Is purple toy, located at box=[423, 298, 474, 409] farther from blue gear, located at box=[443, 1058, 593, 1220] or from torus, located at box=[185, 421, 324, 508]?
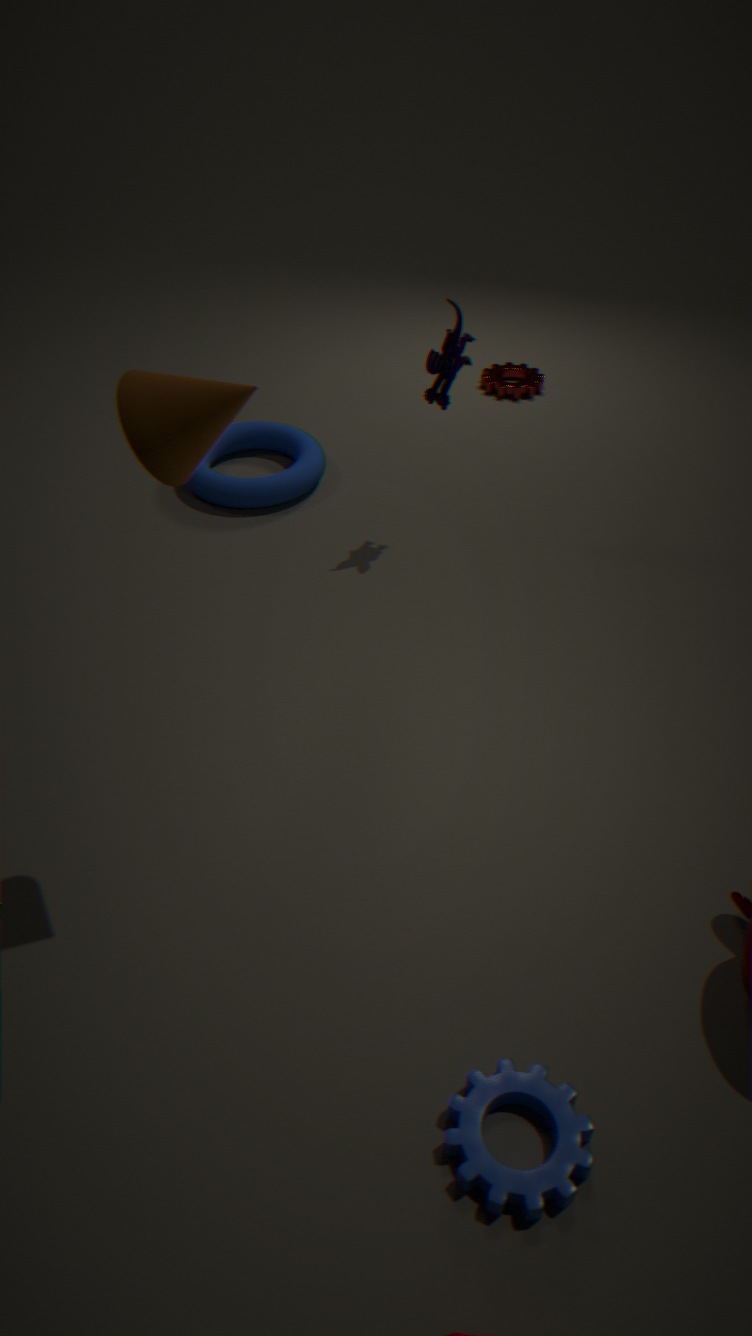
blue gear, located at box=[443, 1058, 593, 1220]
